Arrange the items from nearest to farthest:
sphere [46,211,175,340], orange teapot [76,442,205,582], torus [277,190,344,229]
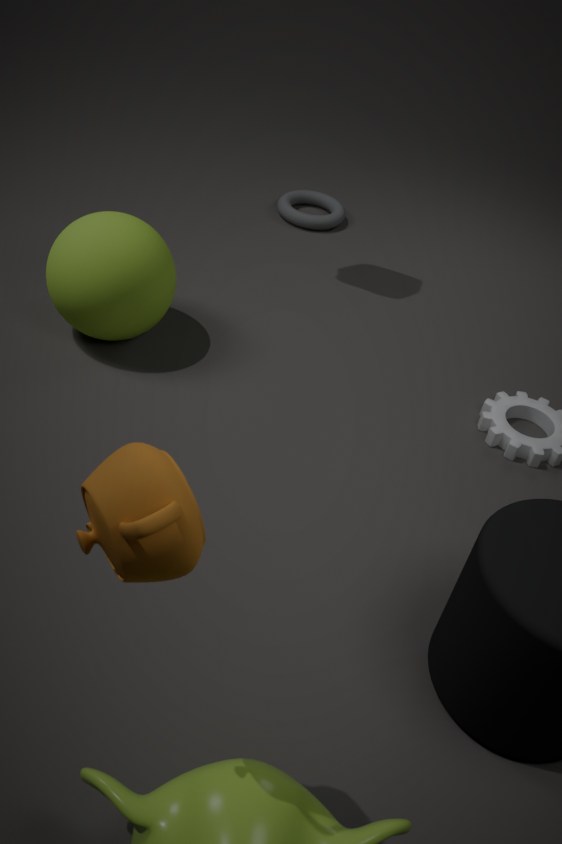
orange teapot [76,442,205,582], sphere [46,211,175,340], torus [277,190,344,229]
